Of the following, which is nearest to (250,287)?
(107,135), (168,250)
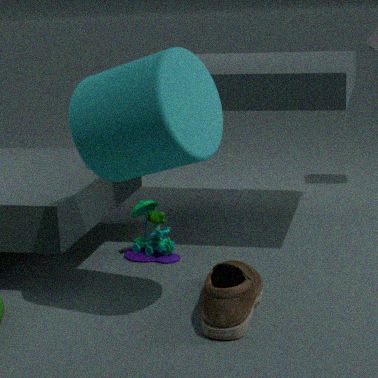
(168,250)
